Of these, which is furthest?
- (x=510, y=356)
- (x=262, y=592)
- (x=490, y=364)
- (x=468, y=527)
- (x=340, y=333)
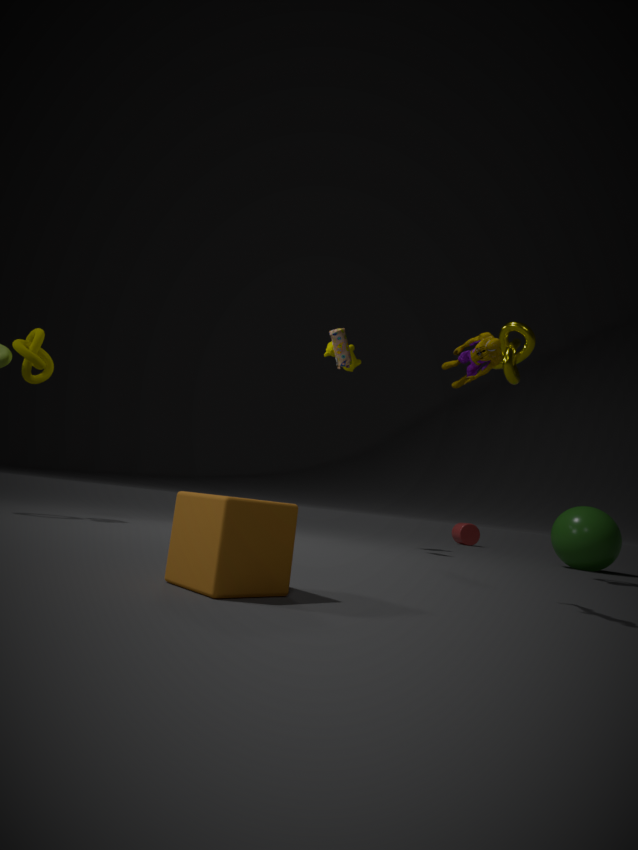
(x=468, y=527)
